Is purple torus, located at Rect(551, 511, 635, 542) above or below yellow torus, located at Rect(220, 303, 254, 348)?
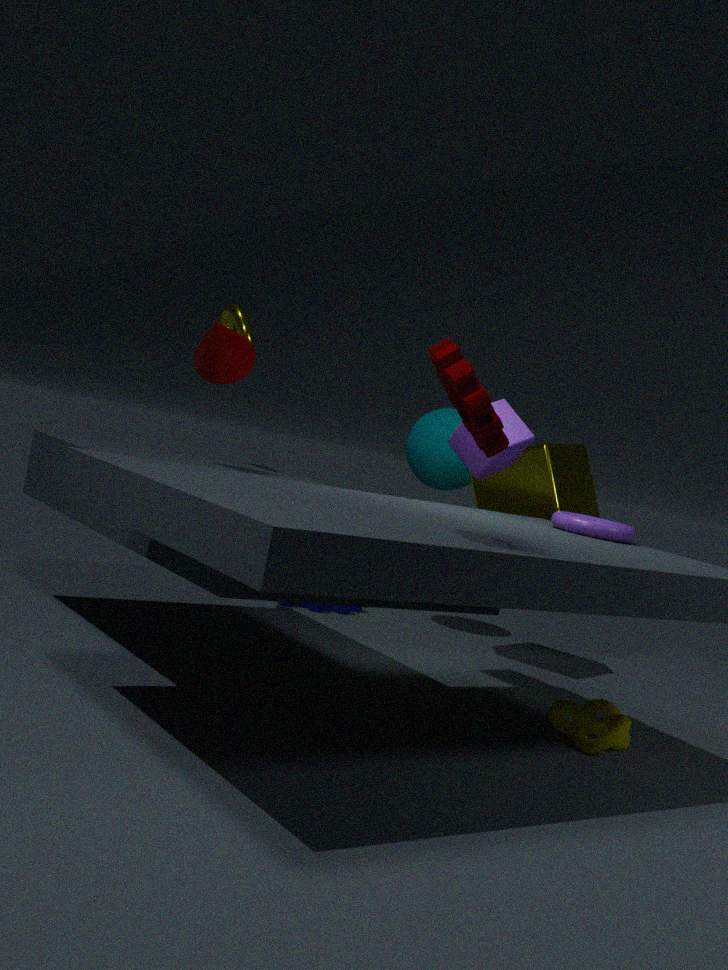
below
